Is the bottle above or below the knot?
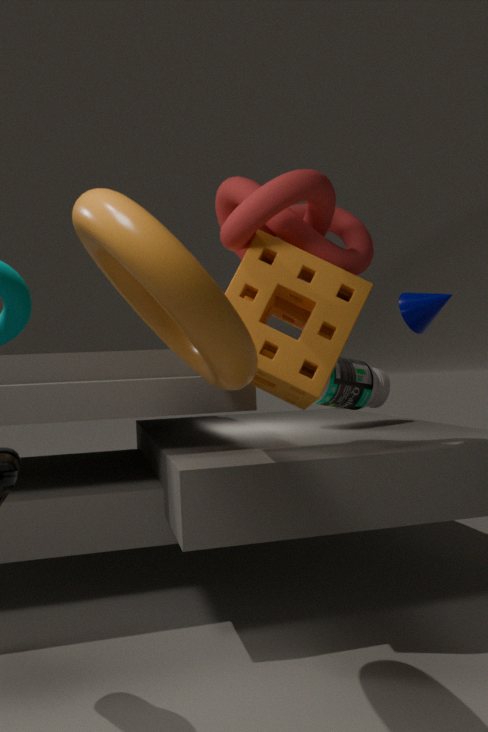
below
